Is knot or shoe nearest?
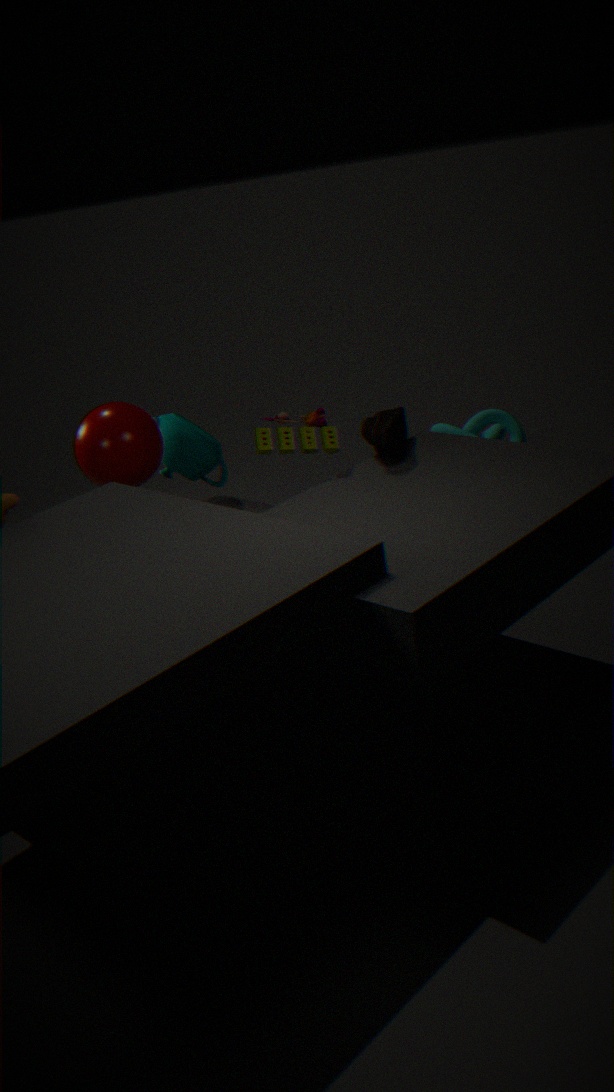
shoe
